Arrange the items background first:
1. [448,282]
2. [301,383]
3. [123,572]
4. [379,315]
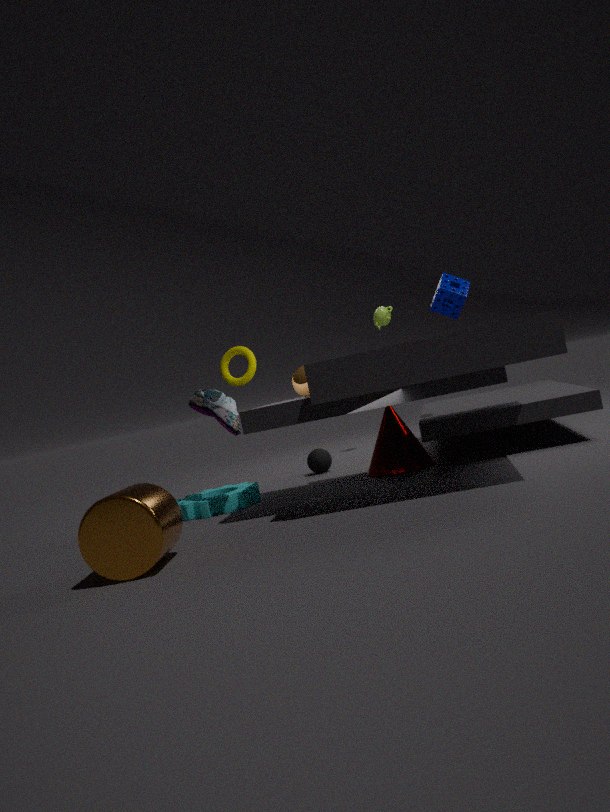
1. [379,315]
2. [448,282]
3. [301,383]
4. [123,572]
